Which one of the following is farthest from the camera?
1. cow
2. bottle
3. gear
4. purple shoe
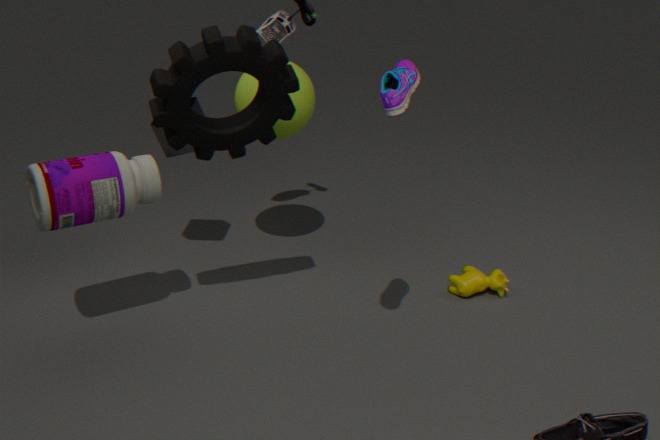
cow
